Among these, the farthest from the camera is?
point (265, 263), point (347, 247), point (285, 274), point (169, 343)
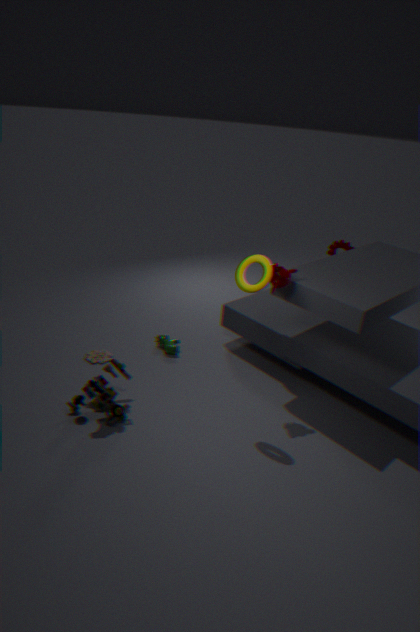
point (347, 247)
